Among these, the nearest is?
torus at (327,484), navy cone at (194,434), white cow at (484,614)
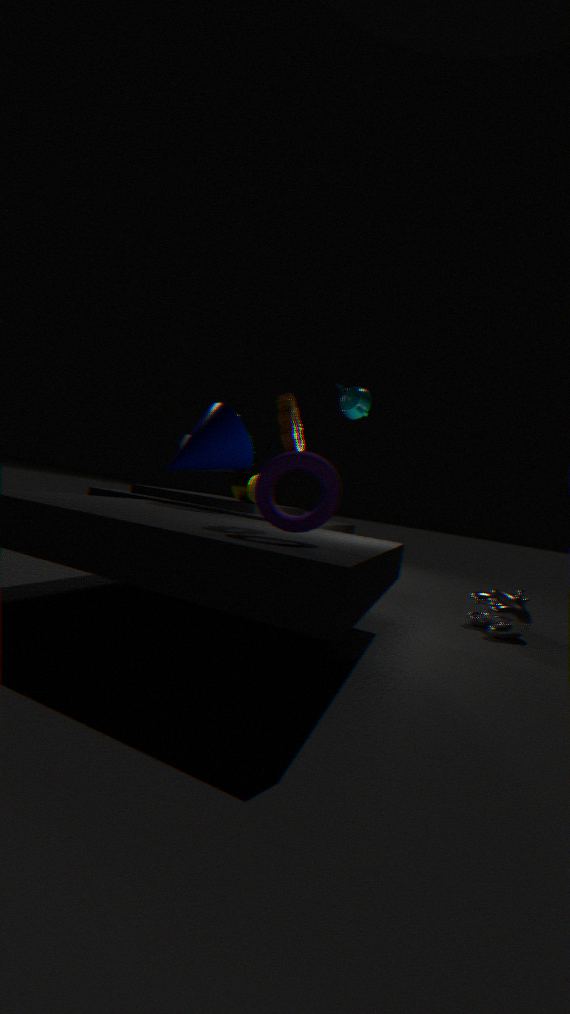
torus at (327,484)
